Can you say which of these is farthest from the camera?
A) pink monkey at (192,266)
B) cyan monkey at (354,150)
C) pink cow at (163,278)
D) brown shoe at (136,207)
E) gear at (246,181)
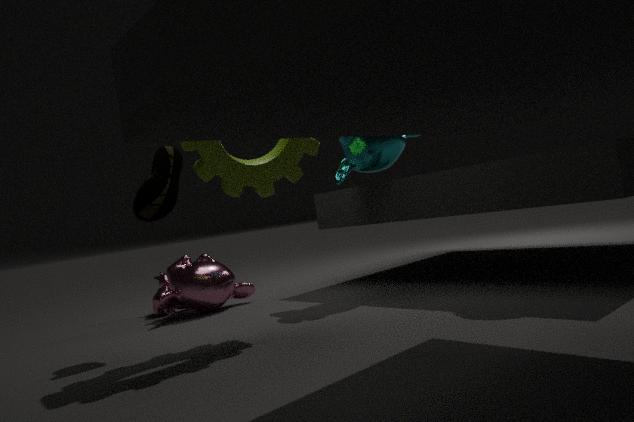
pink cow at (163,278)
